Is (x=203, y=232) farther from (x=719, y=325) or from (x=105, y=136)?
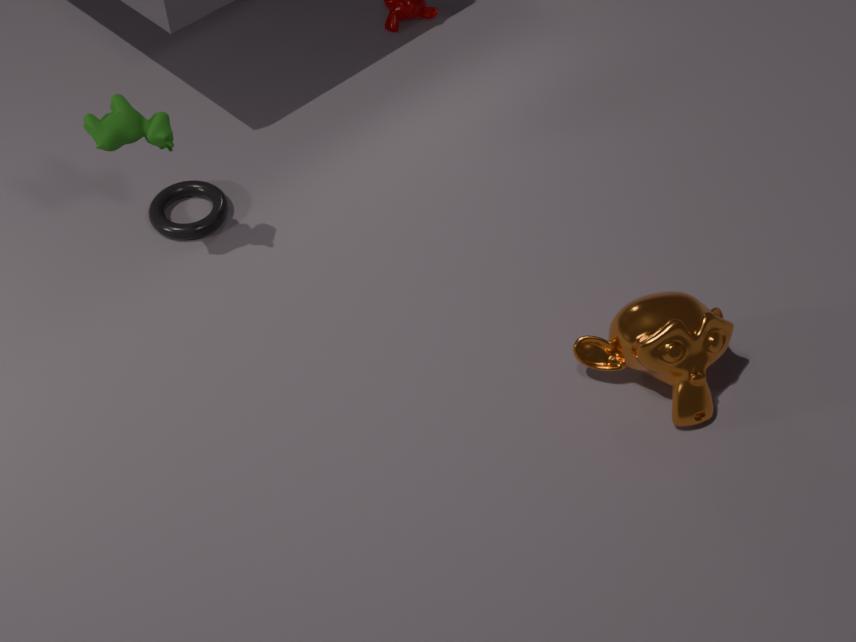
(x=719, y=325)
